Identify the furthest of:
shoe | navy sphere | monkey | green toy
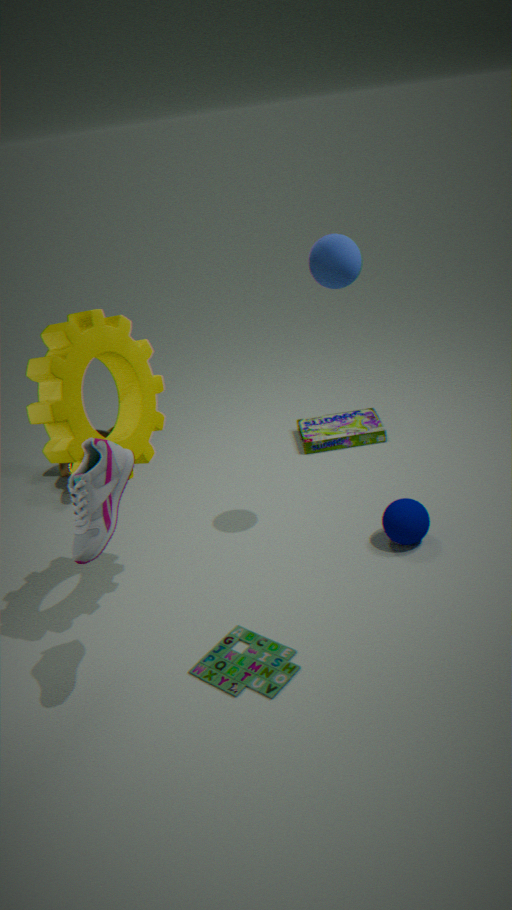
monkey
